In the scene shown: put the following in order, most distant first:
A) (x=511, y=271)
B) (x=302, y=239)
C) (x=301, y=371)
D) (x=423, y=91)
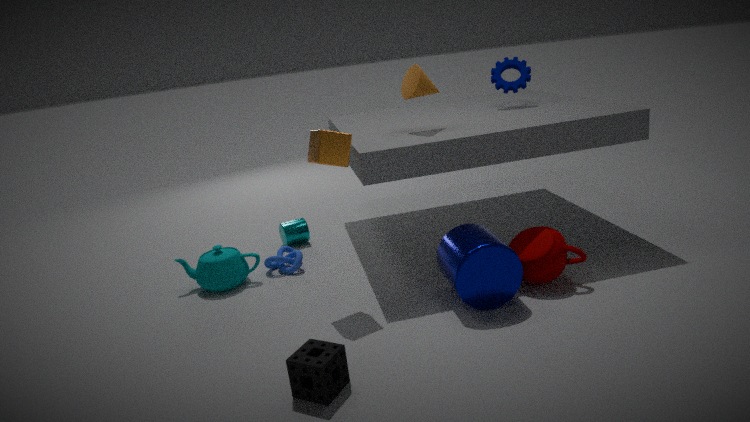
(x=302, y=239) < (x=423, y=91) < (x=511, y=271) < (x=301, y=371)
